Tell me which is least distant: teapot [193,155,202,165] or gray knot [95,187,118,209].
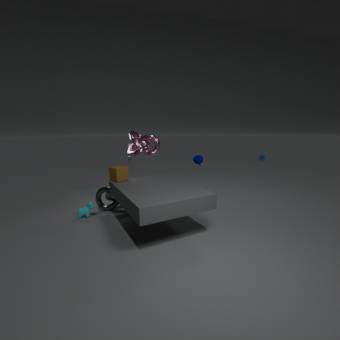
gray knot [95,187,118,209]
